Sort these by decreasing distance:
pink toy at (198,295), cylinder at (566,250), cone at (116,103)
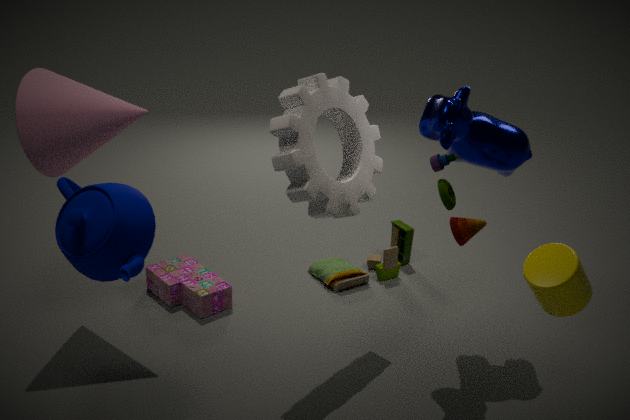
1. pink toy at (198,295)
2. cone at (116,103)
3. cylinder at (566,250)
